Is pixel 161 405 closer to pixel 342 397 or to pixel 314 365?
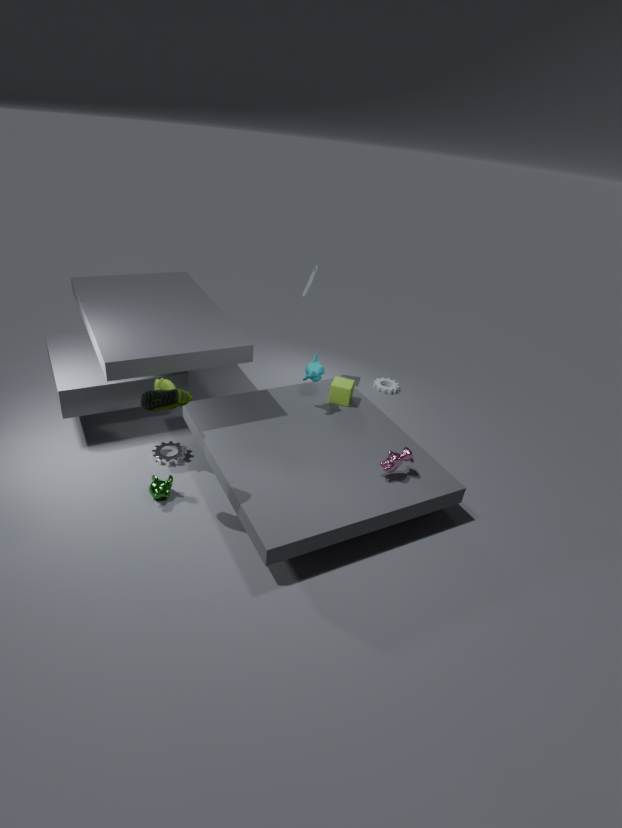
pixel 314 365
